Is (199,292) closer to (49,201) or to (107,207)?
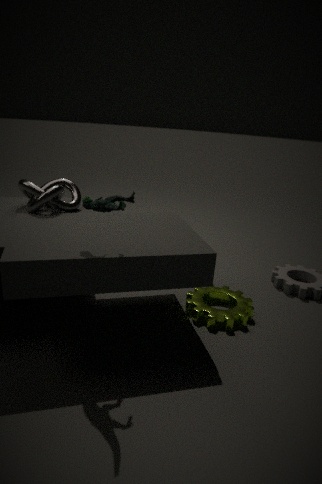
(107,207)
